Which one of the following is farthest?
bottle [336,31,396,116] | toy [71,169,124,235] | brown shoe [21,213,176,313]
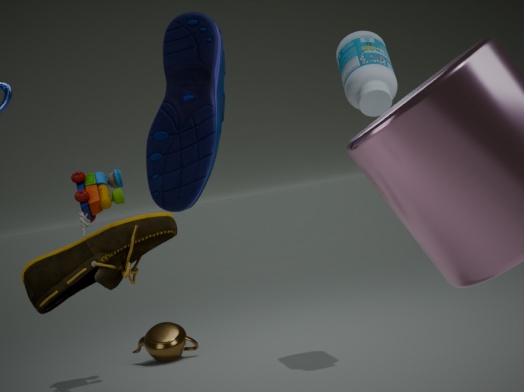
toy [71,169,124,235]
